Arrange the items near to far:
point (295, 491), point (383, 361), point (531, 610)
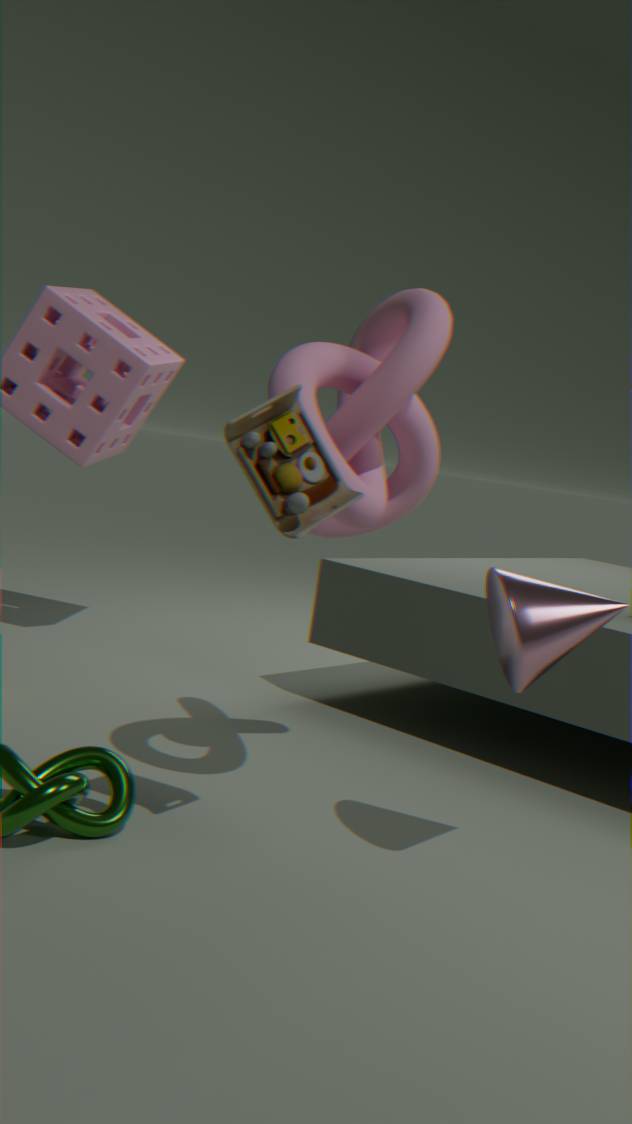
point (295, 491) < point (531, 610) < point (383, 361)
